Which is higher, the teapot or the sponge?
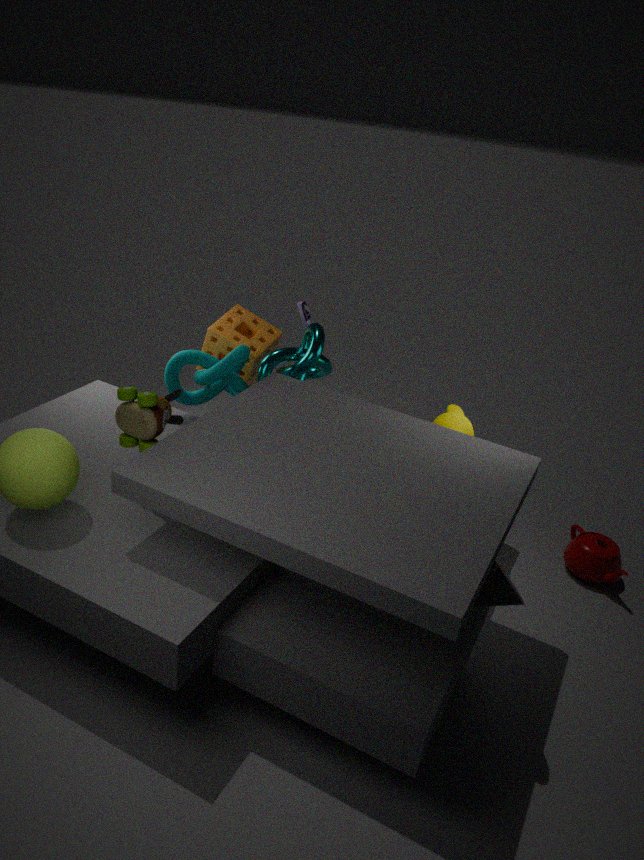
the sponge
